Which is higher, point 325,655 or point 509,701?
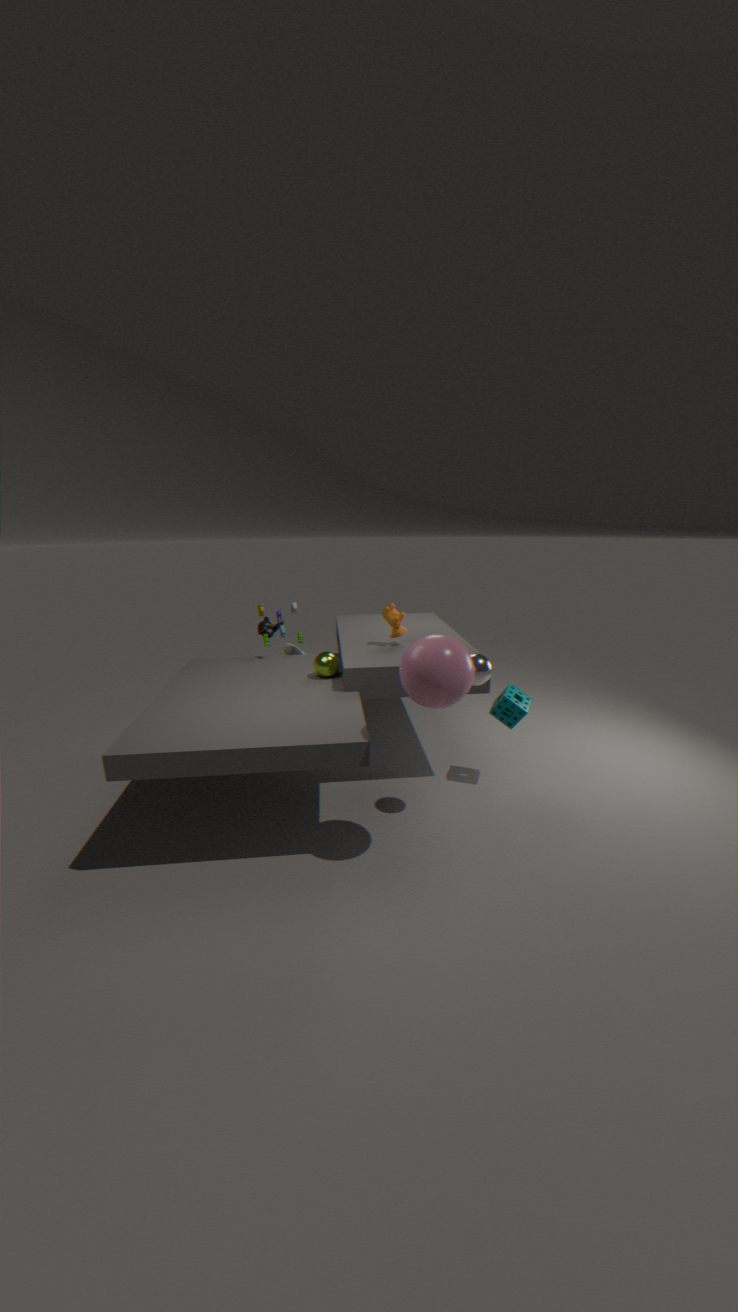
point 325,655
